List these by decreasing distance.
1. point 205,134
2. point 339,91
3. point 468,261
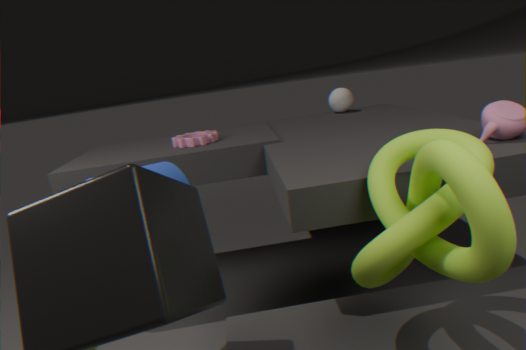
point 339,91
point 205,134
point 468,261
